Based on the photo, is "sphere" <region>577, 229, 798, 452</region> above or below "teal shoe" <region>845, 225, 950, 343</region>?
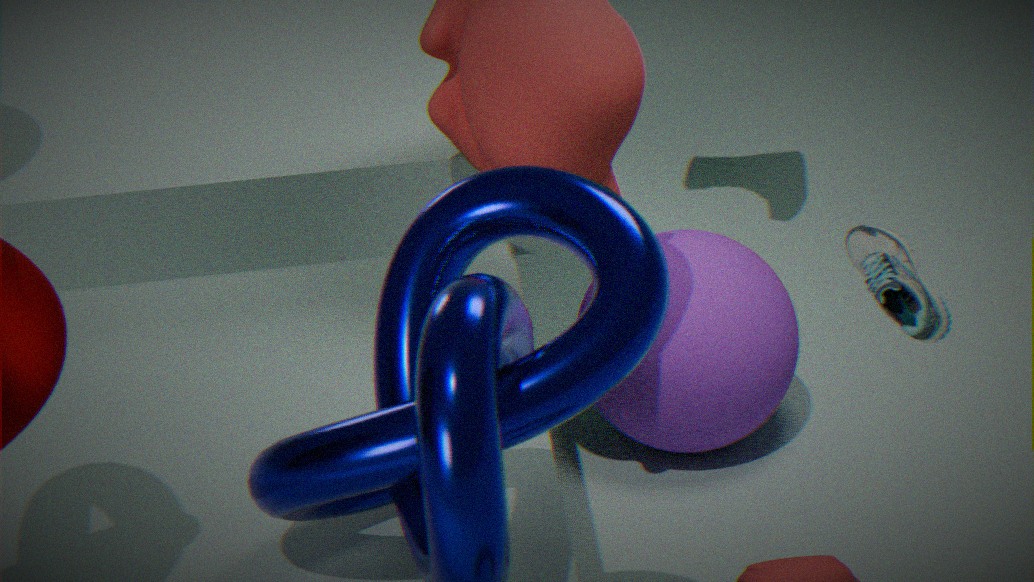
below
